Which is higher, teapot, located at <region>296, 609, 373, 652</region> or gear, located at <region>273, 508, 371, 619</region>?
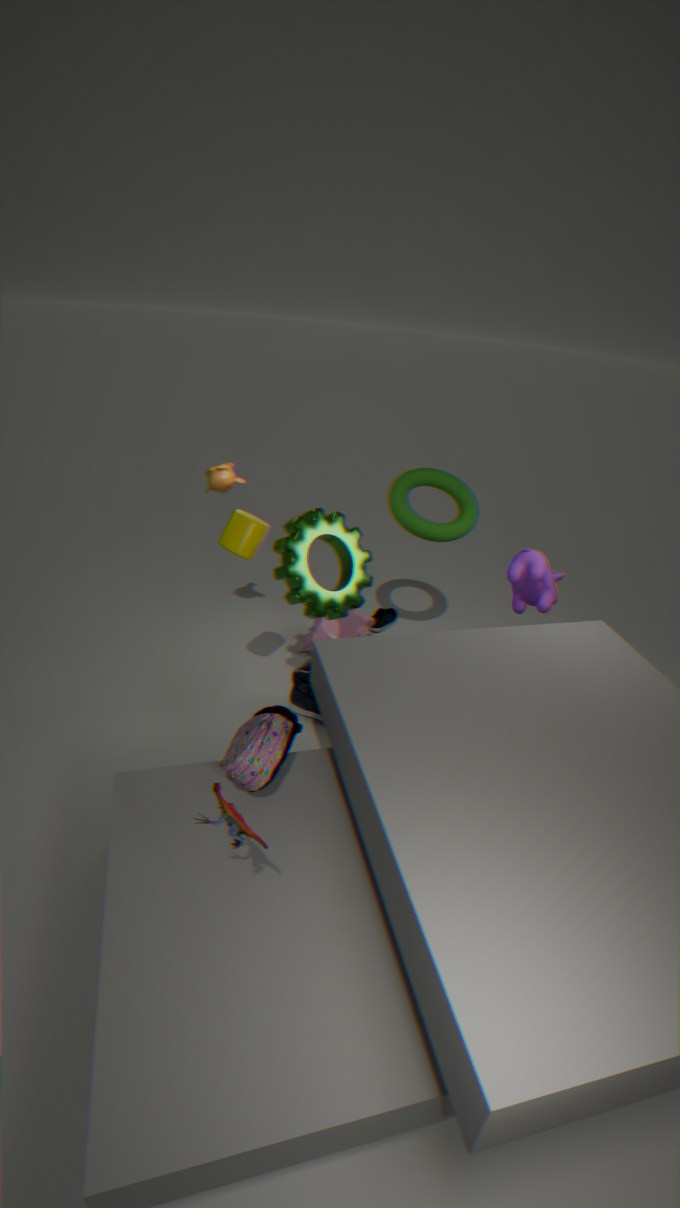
gear, located at <region>273, 508, 371, 619</region>
